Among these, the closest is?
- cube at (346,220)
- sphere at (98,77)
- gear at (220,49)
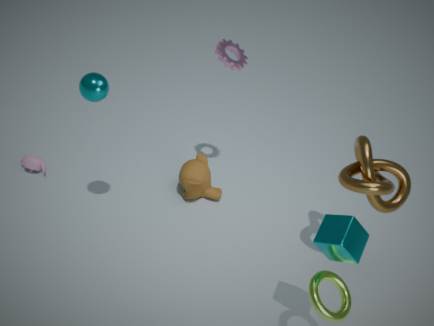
cube at (346,220)
